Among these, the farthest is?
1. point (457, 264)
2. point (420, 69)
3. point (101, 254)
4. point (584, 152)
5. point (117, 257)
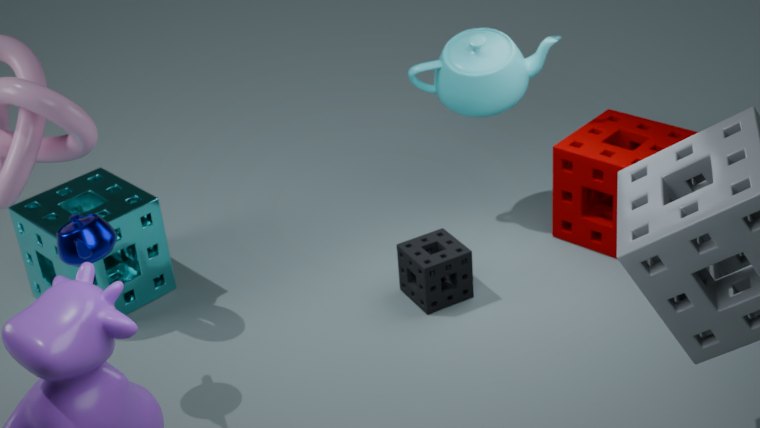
point (420, 69)
